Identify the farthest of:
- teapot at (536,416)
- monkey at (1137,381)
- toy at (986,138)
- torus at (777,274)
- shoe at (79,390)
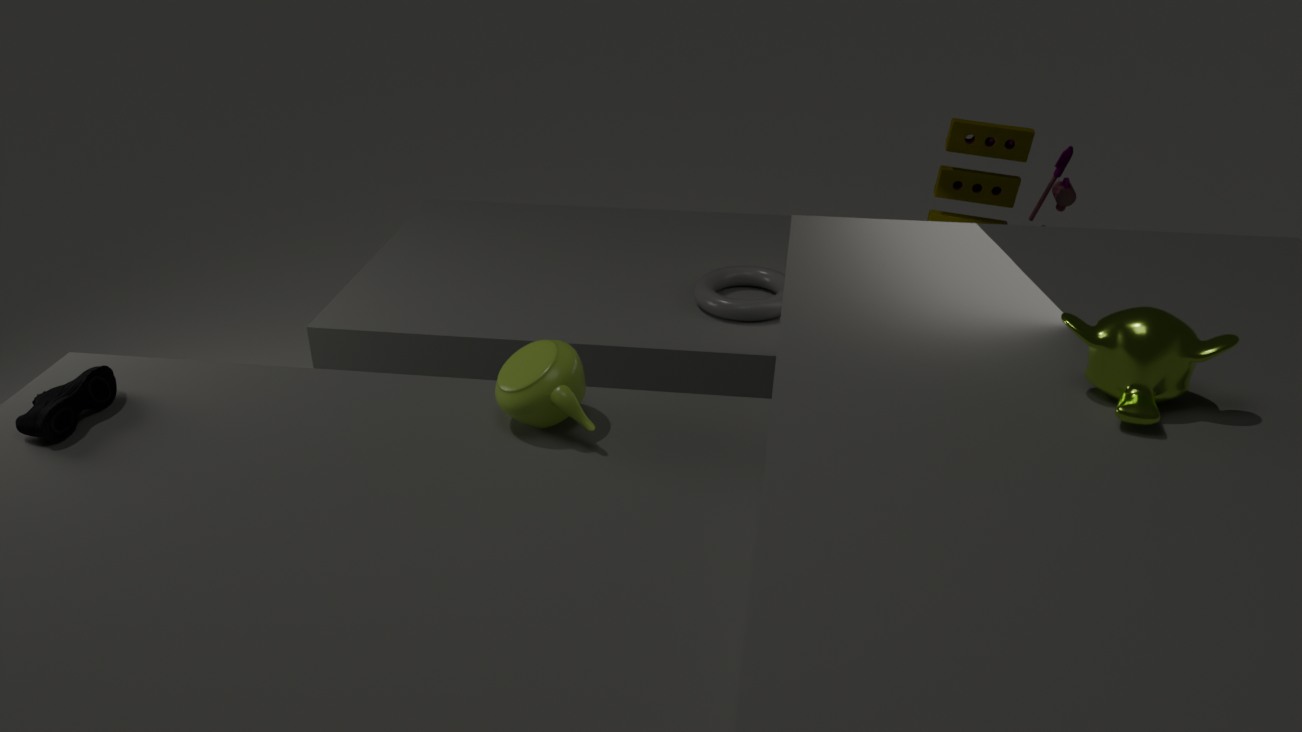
torus at (777,274)
